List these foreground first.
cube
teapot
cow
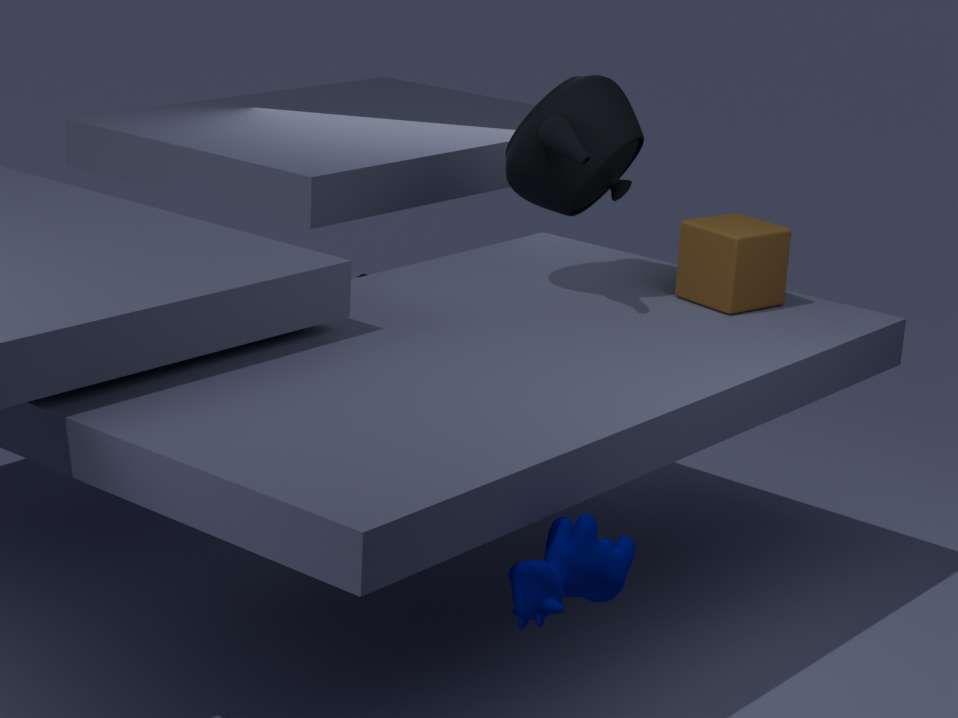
1. cow
2. teapot
3. cube
